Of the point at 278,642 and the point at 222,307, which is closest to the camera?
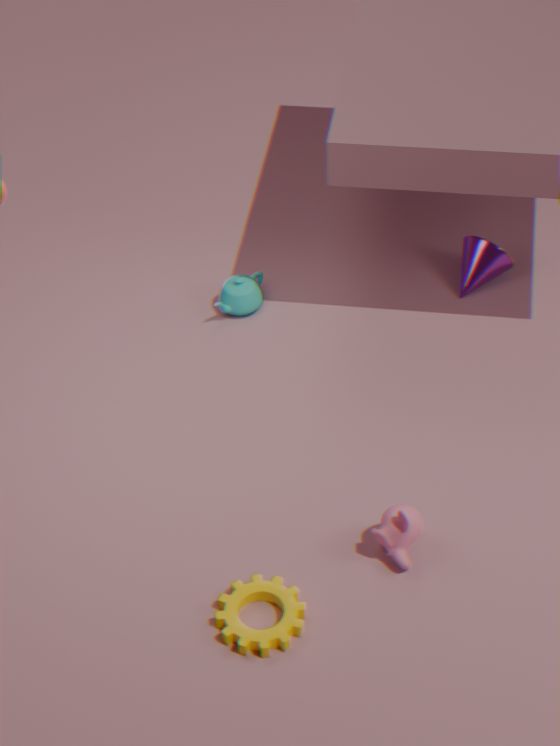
the point at 278,642
